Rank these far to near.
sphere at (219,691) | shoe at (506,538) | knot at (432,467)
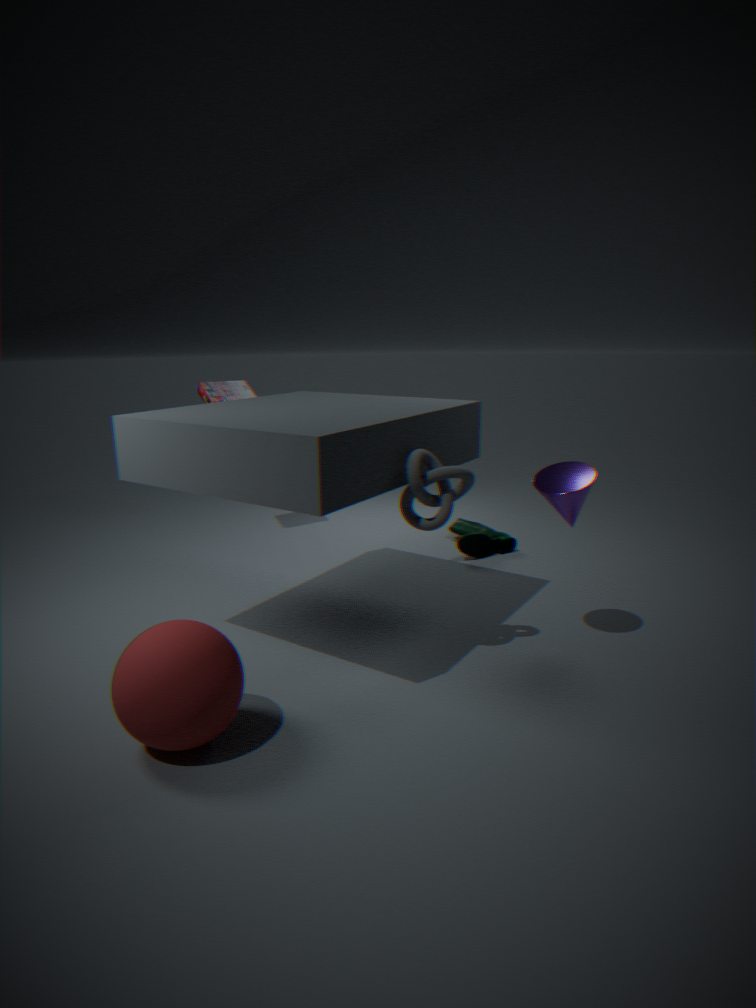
shoe at (506,538) < knot at (432,467) < sphere at (219,691)
